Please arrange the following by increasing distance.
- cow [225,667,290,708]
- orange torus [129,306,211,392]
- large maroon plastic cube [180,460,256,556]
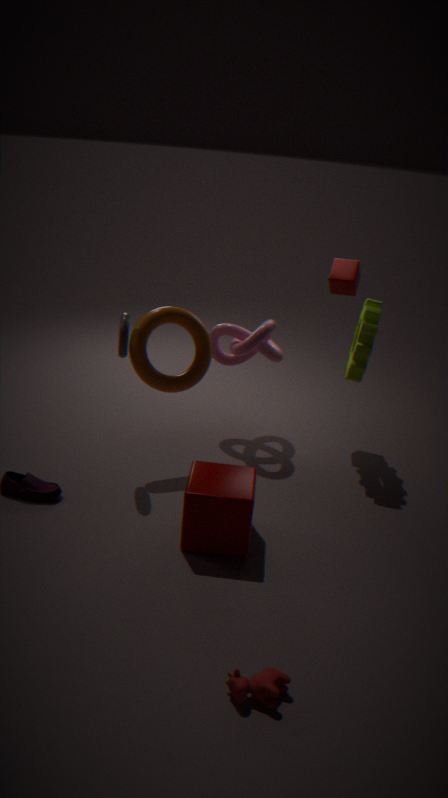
cow [225,667,290,708] < large maroon plastic cube [180,460,256,556] < orange torus [129,306,211,392]
